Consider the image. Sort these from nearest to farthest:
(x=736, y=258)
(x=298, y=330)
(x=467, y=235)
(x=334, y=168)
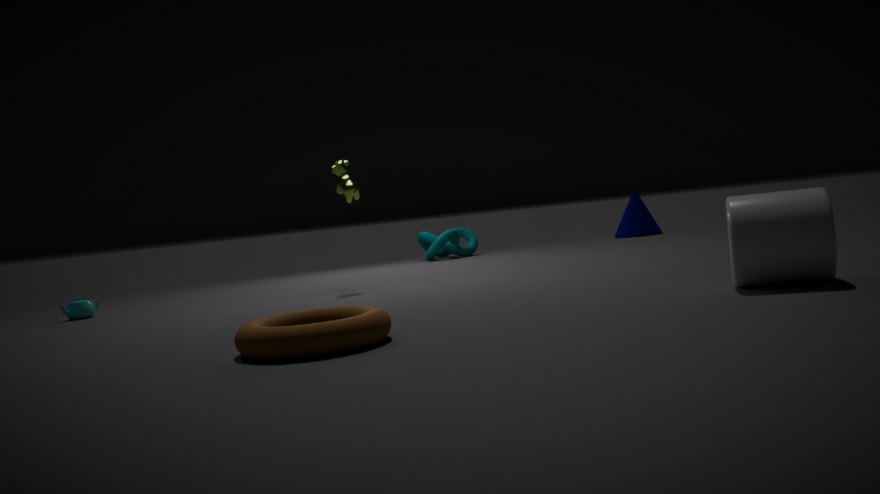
1. (x=298, y=330)
2. (x=736, y=258)
3. (x=334, y=168)
4. (x=467, y=235)
